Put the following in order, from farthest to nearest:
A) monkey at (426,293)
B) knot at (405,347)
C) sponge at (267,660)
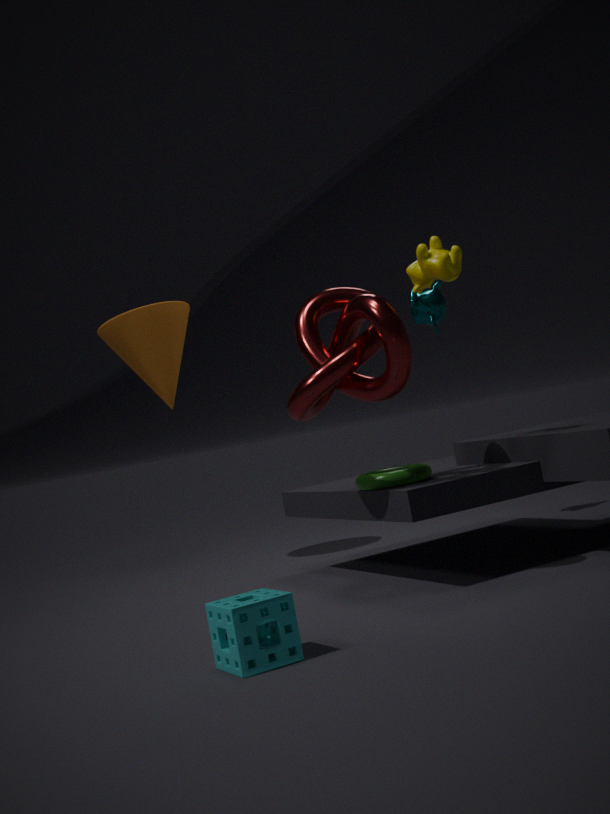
1. monkey at (426,293)
2. knot at (405,347)
3. sponge at (267,660)
